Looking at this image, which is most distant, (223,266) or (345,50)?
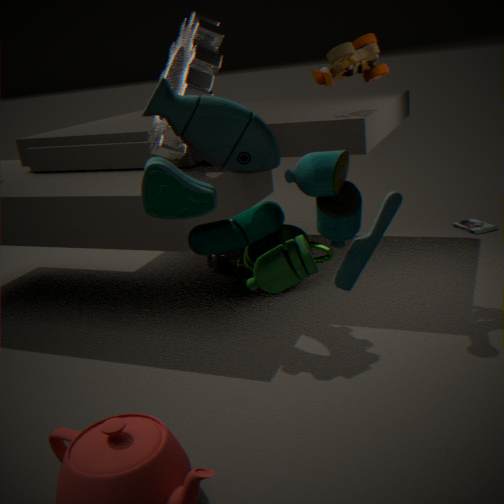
(223,266)
